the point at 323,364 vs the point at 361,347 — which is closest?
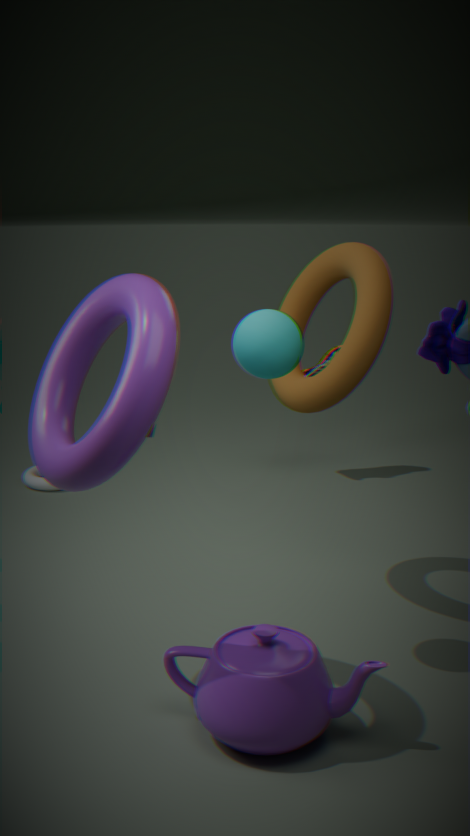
the point at 361,347
